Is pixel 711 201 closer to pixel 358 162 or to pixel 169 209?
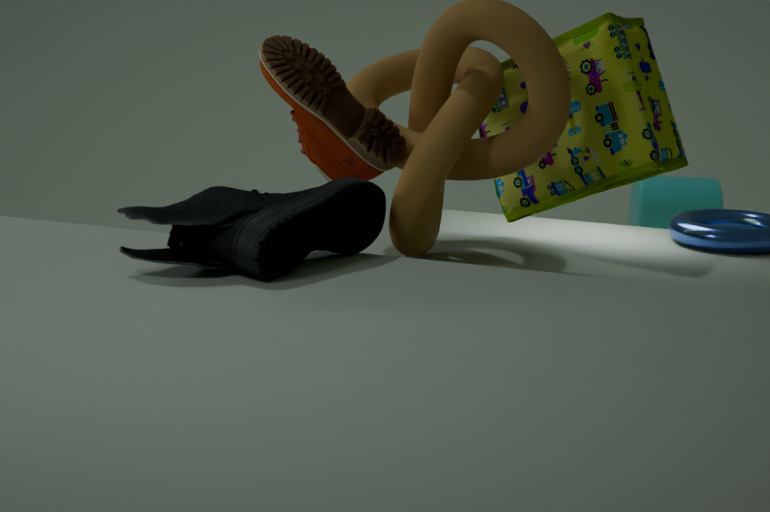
pixel 358 162
